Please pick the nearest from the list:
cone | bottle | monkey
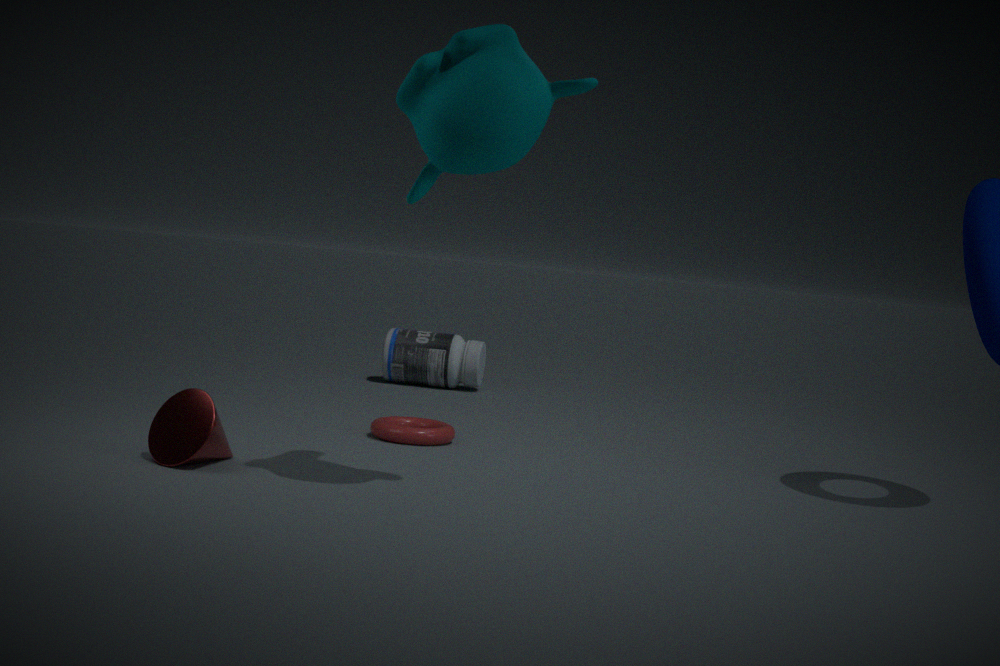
monkey
